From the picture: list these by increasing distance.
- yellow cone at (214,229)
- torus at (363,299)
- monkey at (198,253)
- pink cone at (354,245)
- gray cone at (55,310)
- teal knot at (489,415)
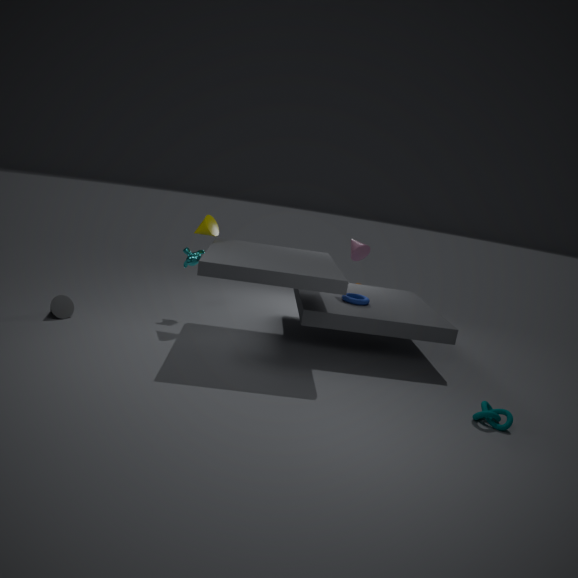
teal knot at (489,415) < gray cone at (55,310) < yellow cone at (214,229) < torus at (363,299) < monkey at (198,253) < pink cone at (354,245)
